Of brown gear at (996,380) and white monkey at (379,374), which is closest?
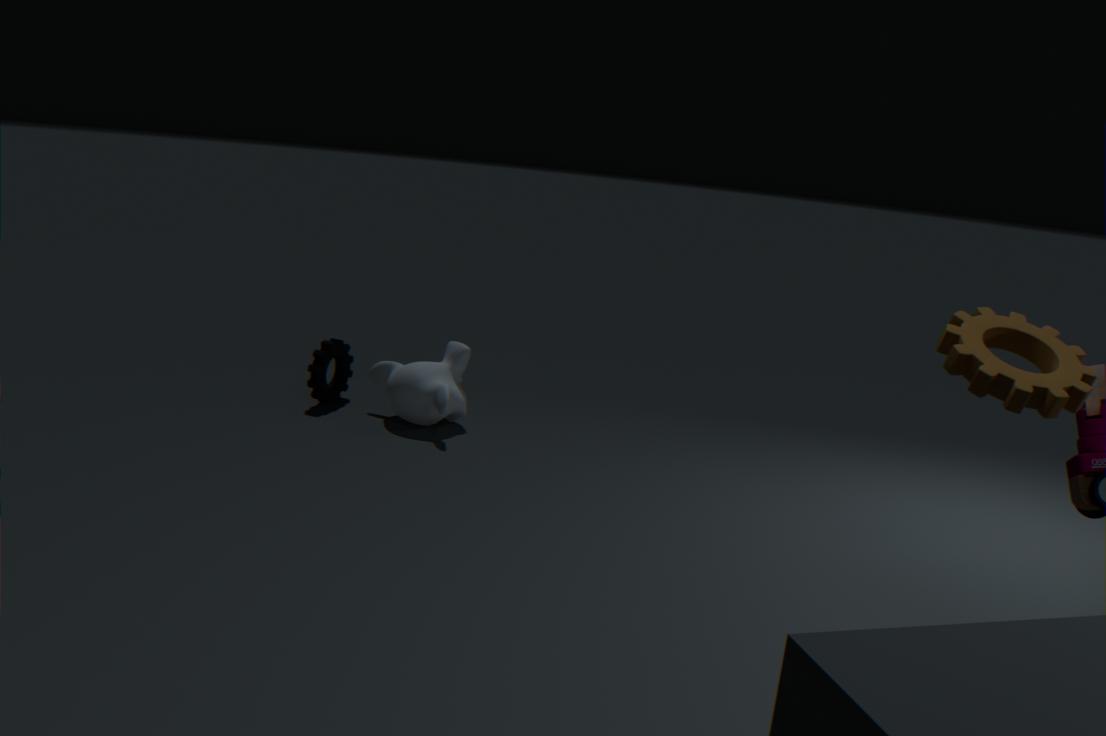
brown gear at (996,380)
